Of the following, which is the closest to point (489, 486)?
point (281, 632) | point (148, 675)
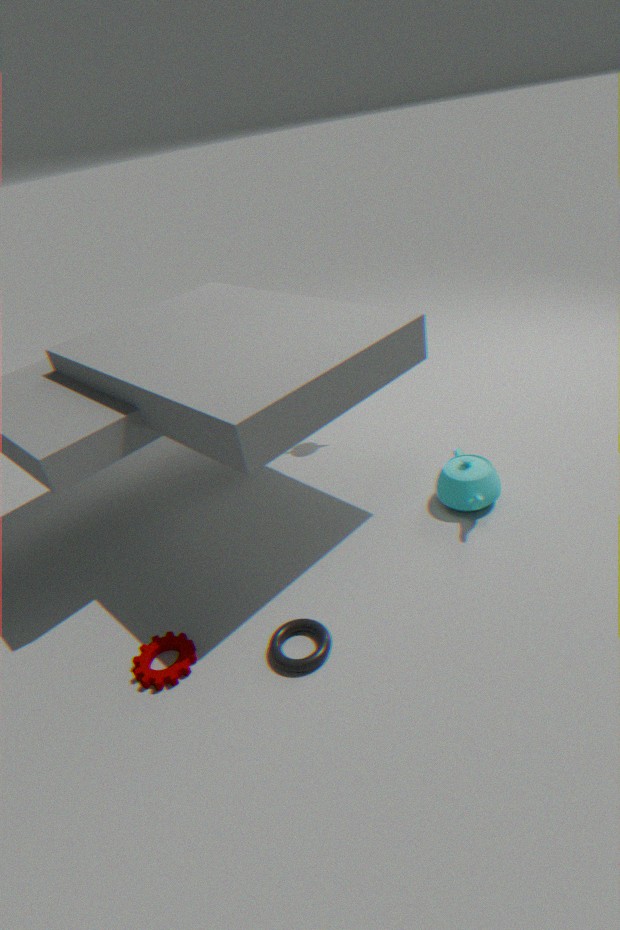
point (281, 632)
